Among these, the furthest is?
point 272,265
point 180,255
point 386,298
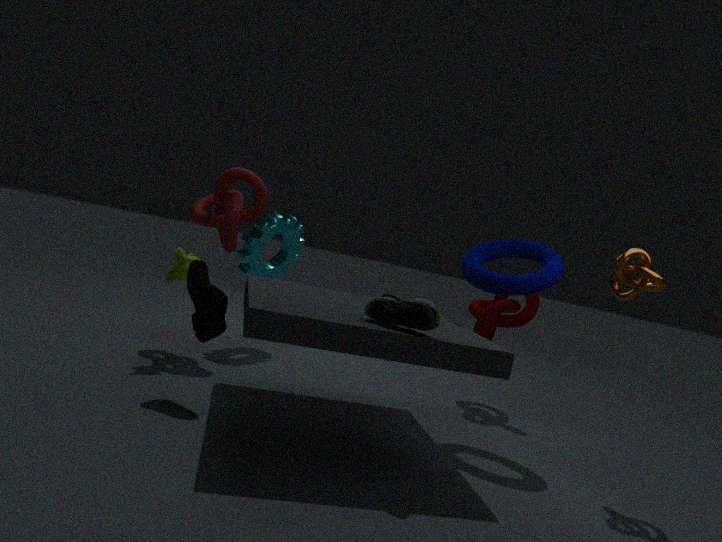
point 272,265
